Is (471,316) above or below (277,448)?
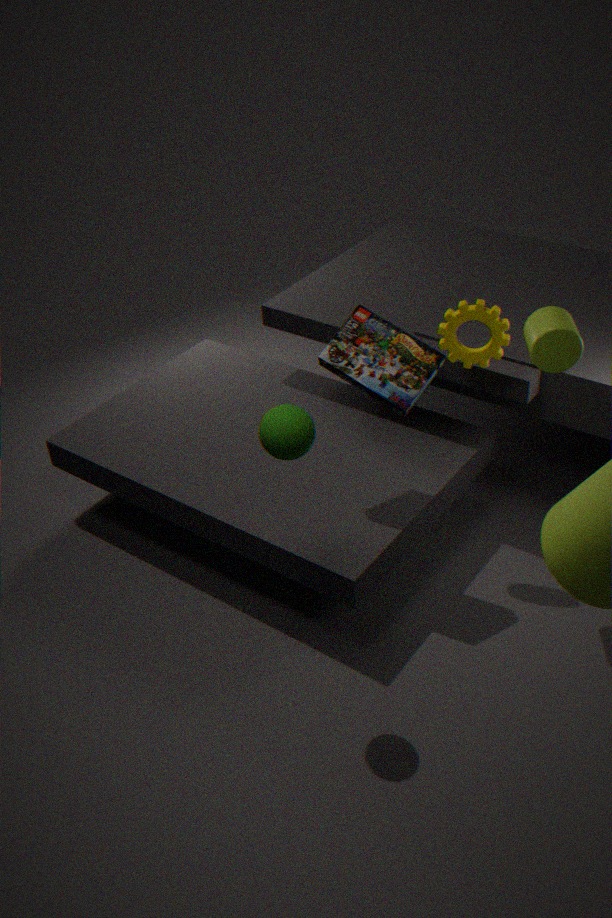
below
